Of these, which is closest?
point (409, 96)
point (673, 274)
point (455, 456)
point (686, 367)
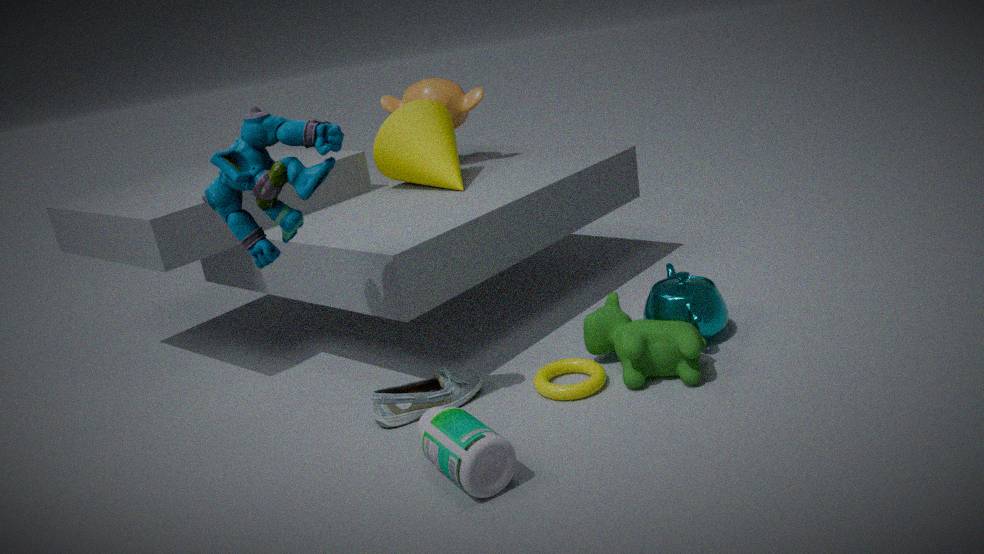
point (455, 456)
